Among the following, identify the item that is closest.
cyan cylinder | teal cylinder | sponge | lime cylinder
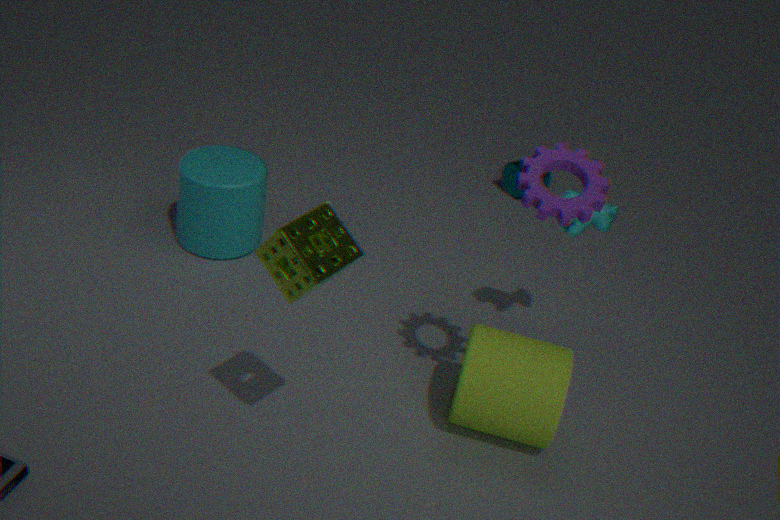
sponge
